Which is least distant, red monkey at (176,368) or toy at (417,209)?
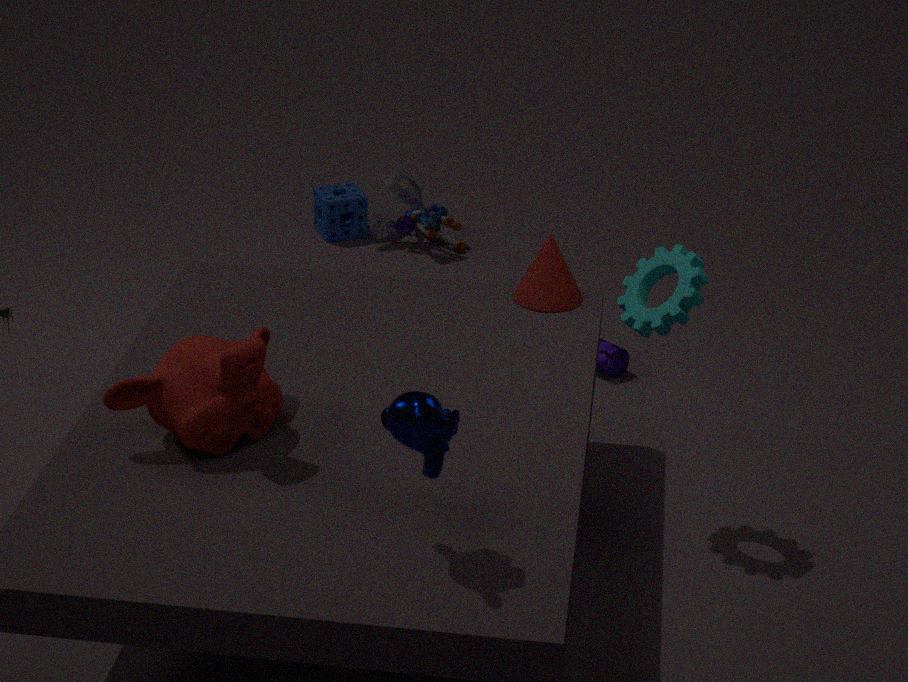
red monkey at (176,368)
